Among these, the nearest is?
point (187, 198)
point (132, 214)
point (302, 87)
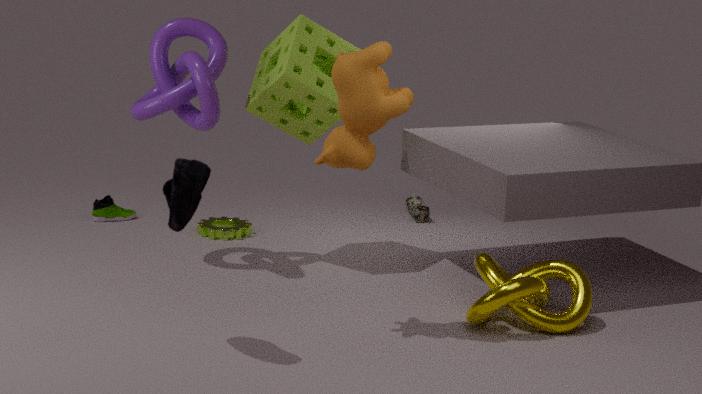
point (187, 198)
